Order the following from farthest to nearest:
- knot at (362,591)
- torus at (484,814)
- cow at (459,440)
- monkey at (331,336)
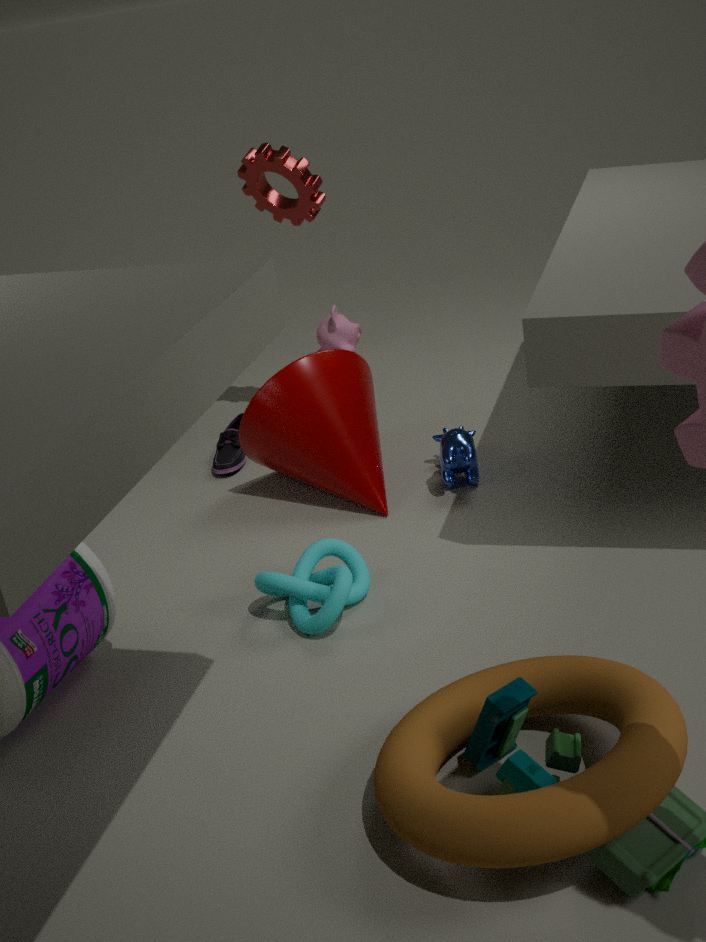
monkey at (331,336), cow at (459,440), knot at (362,591), torus at (484,814)
